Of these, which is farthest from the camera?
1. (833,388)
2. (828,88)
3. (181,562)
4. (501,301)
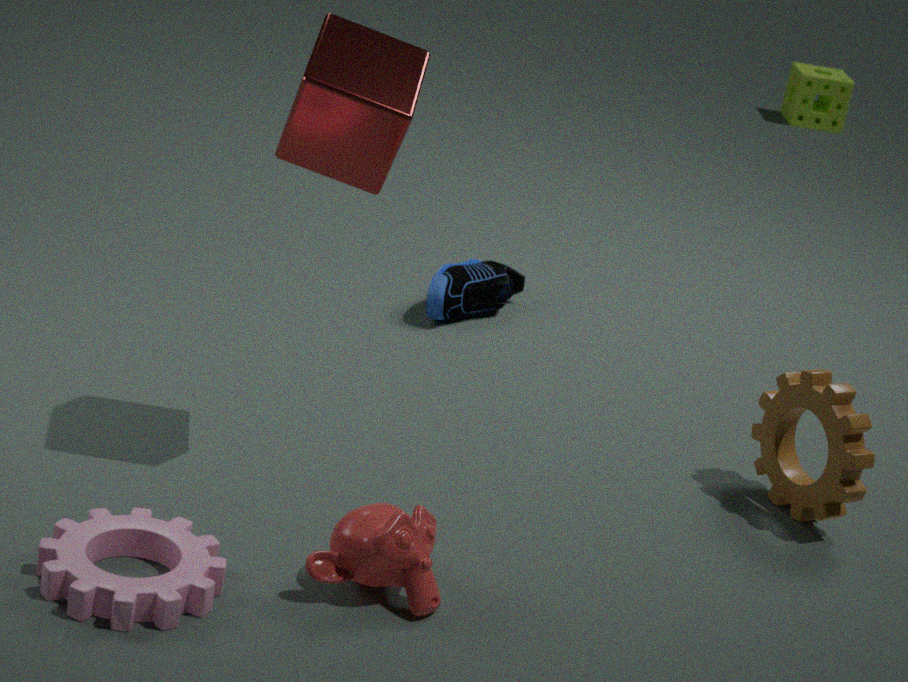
(828,88)
